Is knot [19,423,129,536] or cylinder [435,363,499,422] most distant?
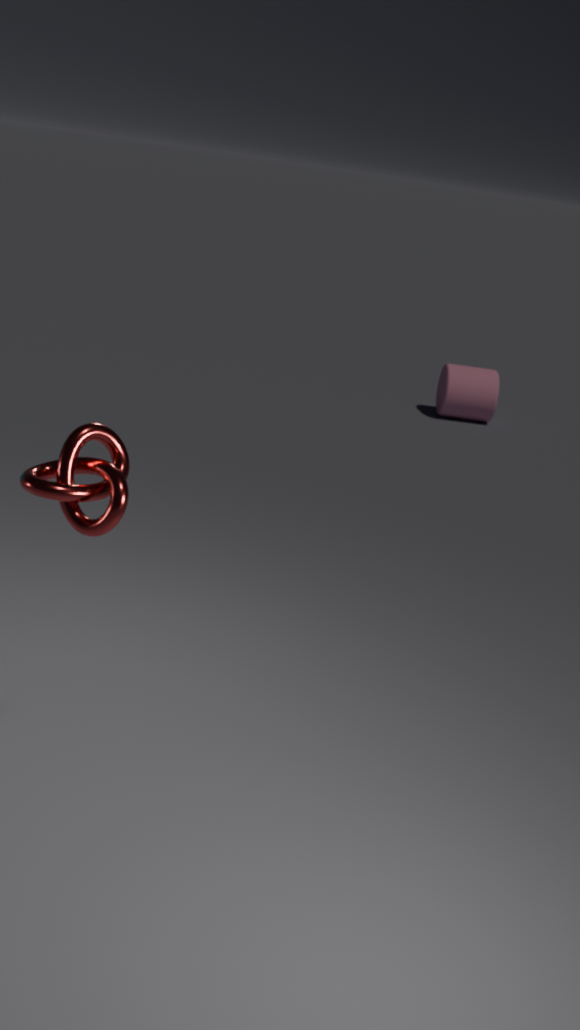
cylinder [435,363,499,422]
